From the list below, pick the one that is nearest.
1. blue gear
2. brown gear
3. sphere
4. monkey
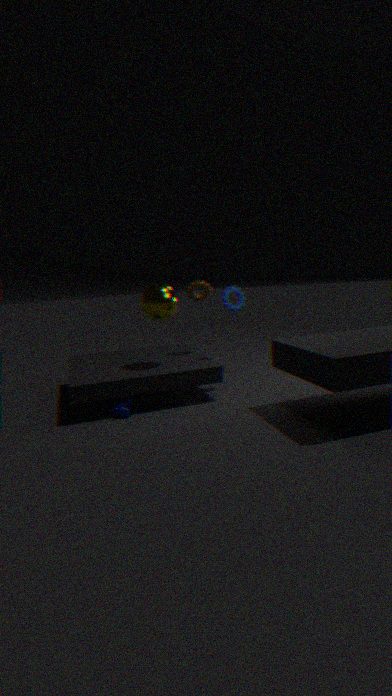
monkey
